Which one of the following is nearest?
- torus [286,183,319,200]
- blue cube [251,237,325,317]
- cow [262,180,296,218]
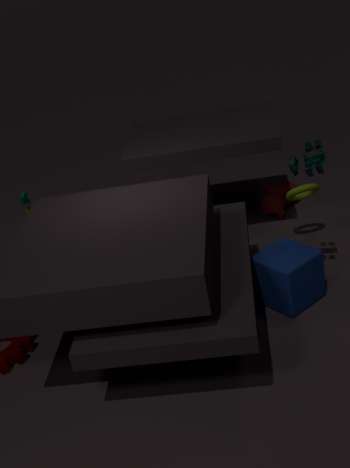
blue cube [251,237,325,317]
